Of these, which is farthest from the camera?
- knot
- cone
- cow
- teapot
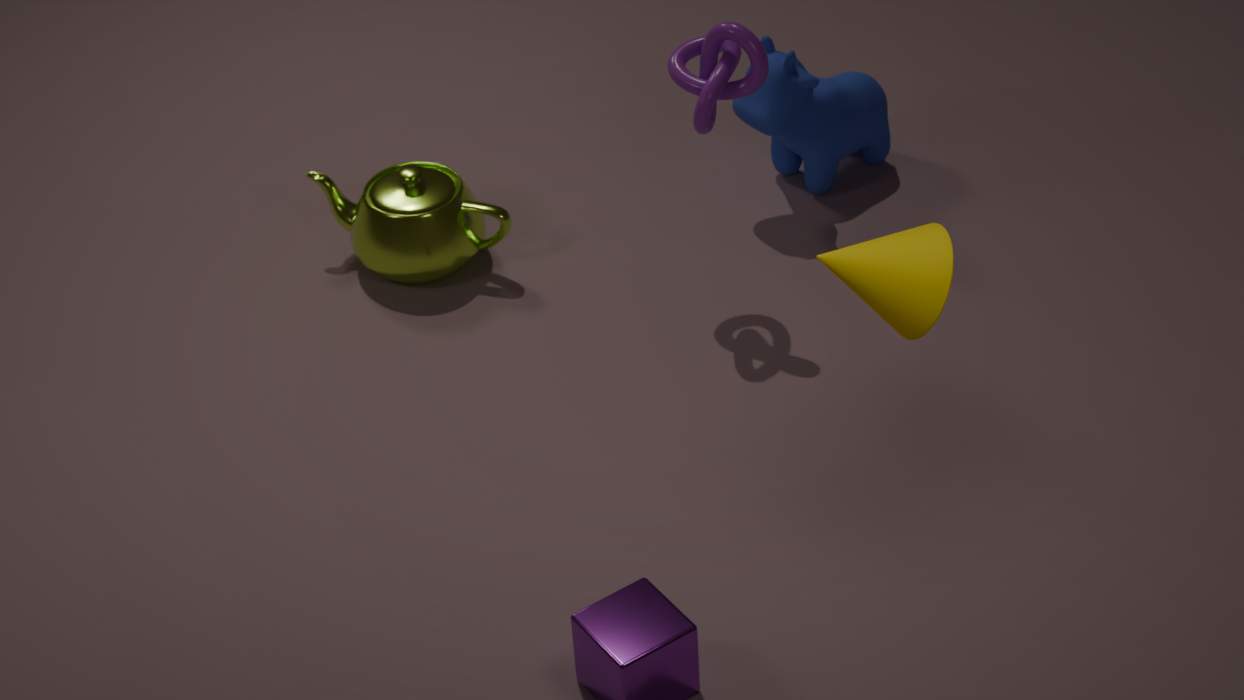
cow
